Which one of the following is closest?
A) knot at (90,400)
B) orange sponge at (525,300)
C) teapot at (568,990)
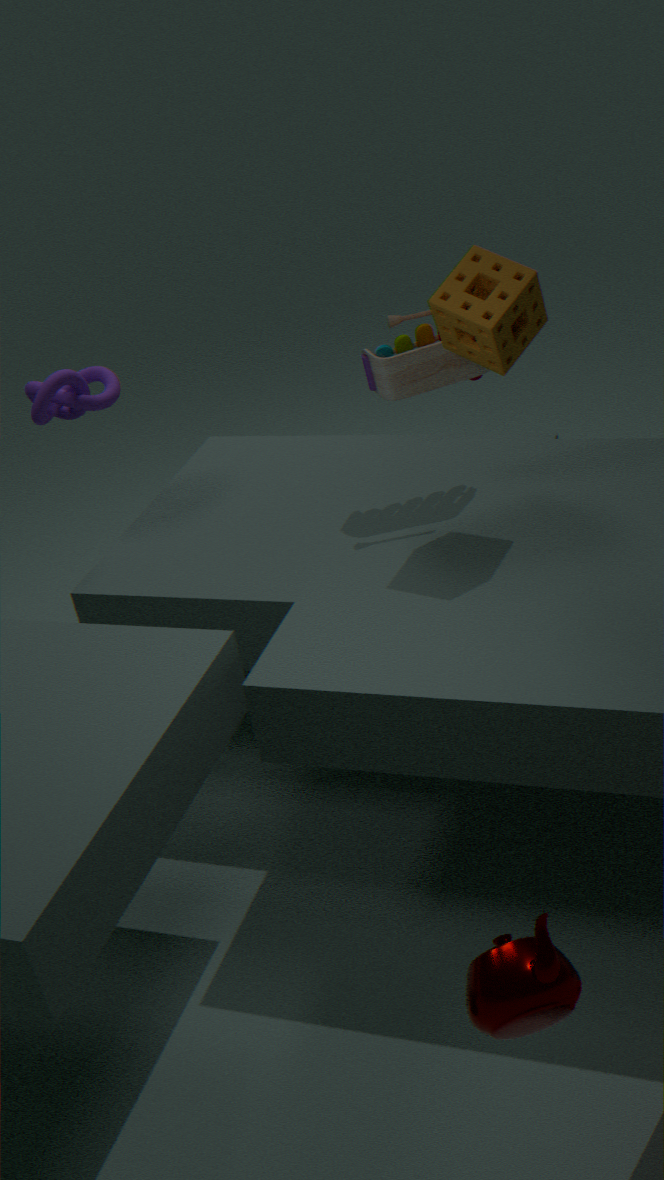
teapot at (568,990)
